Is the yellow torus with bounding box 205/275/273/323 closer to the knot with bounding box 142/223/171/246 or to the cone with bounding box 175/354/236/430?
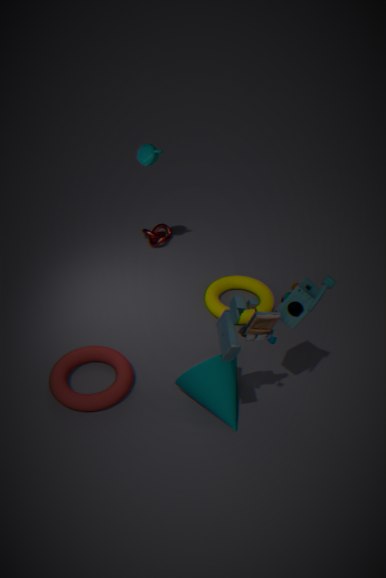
the cone with bounding box 175/354/236/430
